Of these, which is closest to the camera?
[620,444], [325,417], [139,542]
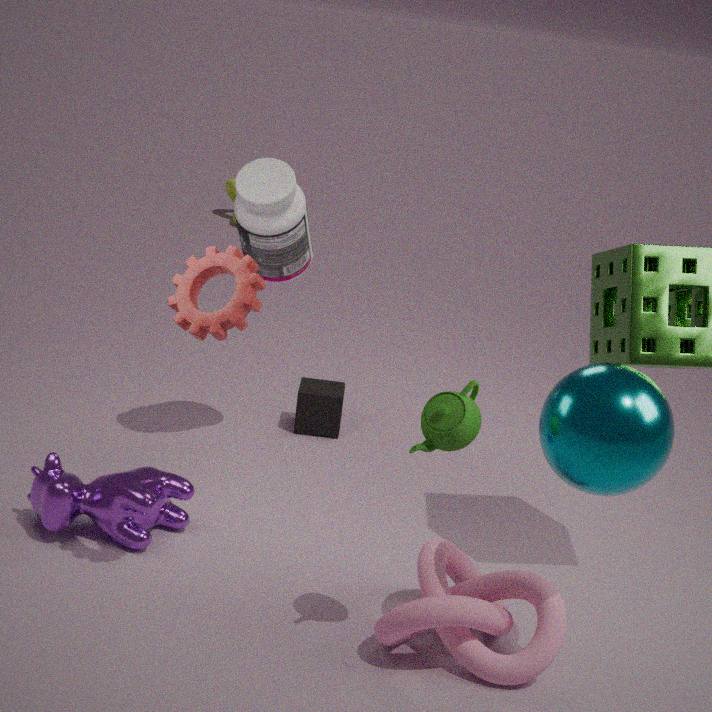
[620,444]
